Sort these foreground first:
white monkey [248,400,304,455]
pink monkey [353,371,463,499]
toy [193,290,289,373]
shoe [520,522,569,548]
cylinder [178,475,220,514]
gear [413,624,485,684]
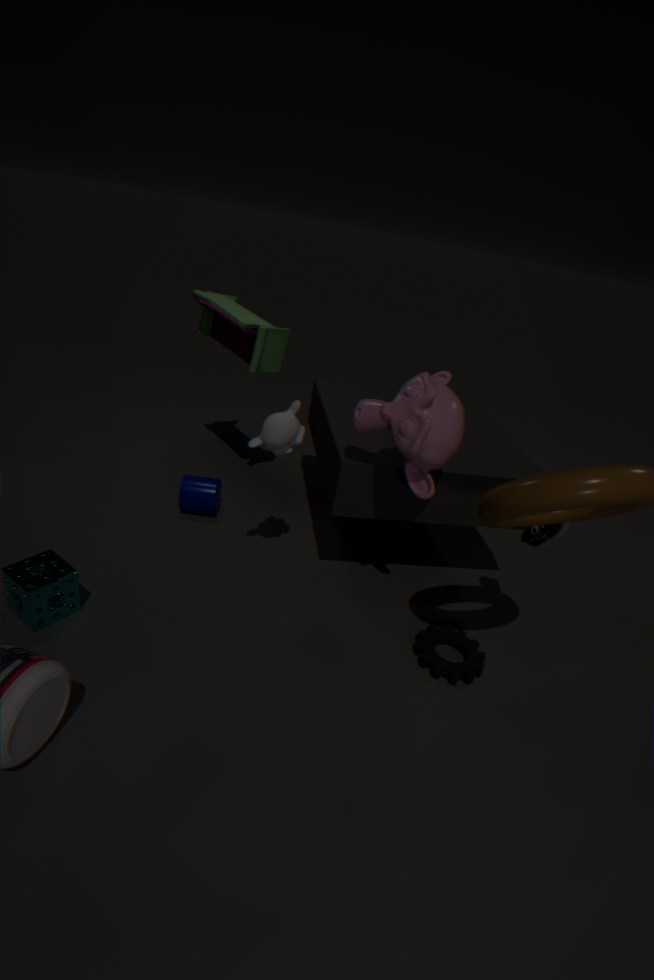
pink monkey [353,371,463,499], white monkey [248,400,304,455], gear [413,624,485,684], shoe [520,522,569,548], toy [193,290,289,373], cylinder [178,475,220,514]
